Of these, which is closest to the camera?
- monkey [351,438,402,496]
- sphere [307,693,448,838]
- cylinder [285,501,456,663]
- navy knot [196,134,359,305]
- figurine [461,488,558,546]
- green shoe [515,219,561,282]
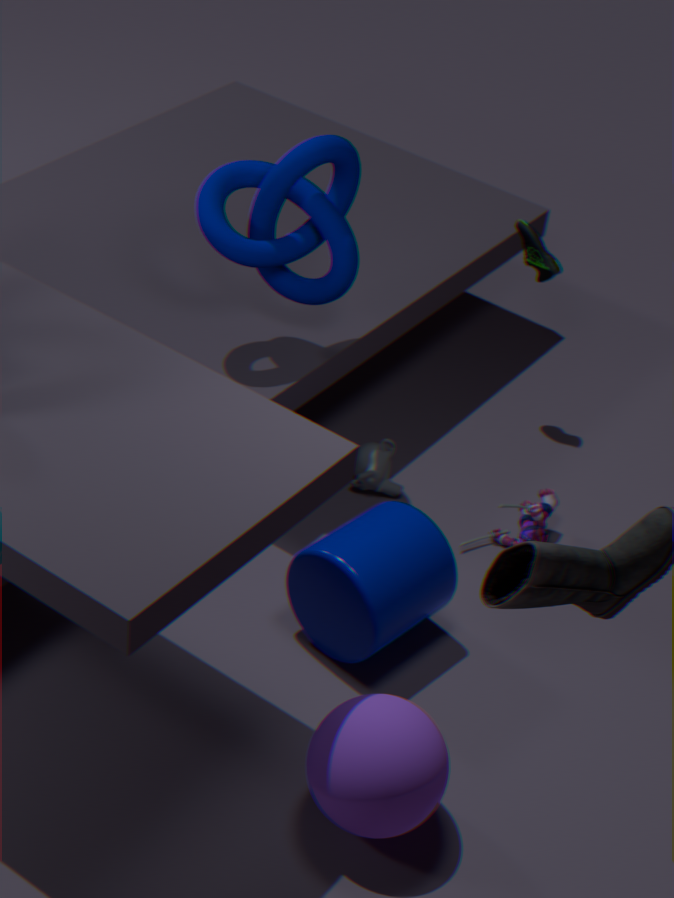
sphere [307,693,448,838]
